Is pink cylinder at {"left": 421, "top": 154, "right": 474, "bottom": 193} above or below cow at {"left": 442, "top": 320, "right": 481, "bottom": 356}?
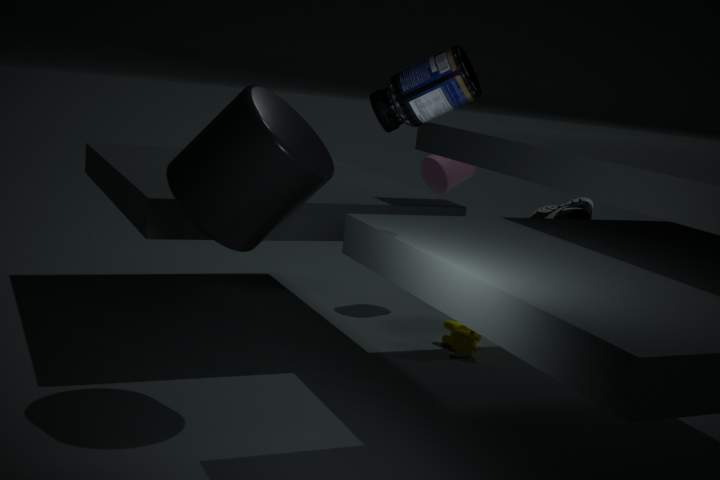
above
